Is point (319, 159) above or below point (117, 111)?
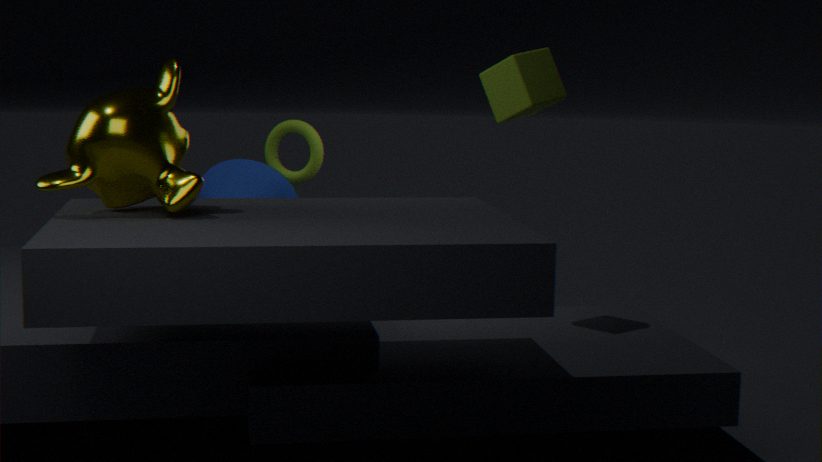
below
